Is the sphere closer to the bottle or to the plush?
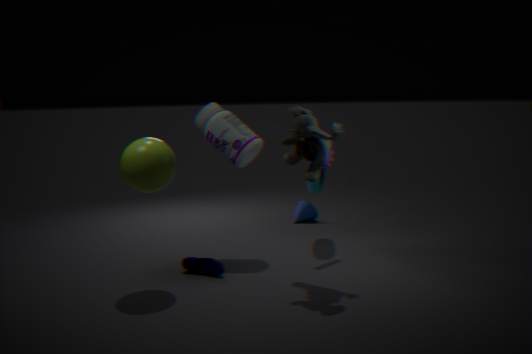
the bottle
